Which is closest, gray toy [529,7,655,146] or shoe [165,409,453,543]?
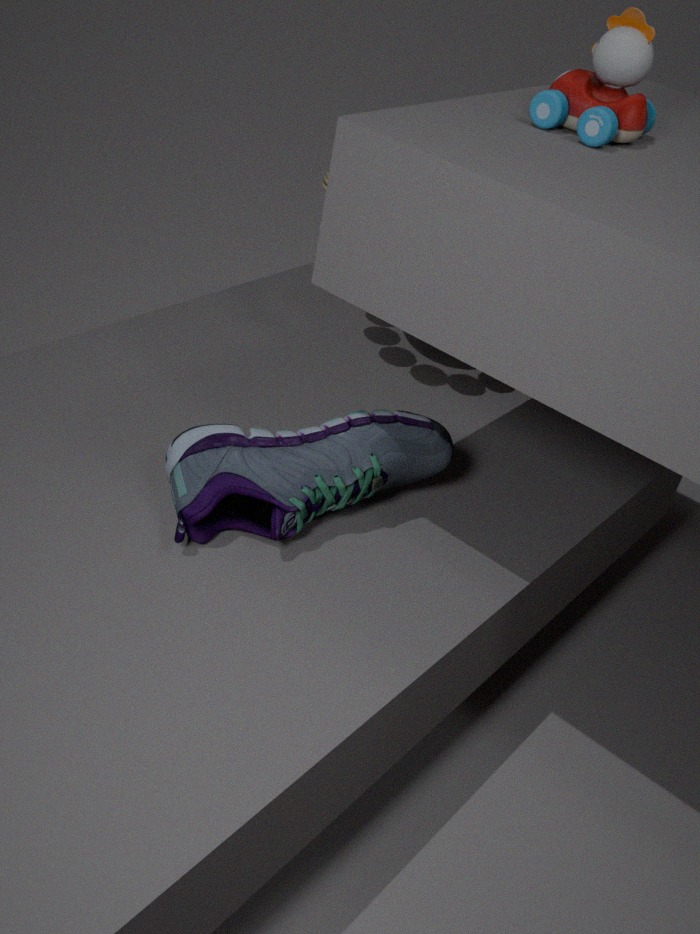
gray toy [529,7,655,146]
